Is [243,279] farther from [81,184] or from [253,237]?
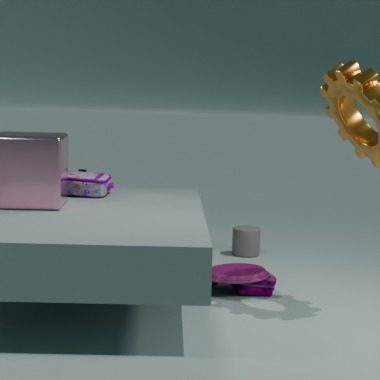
[81,184]
